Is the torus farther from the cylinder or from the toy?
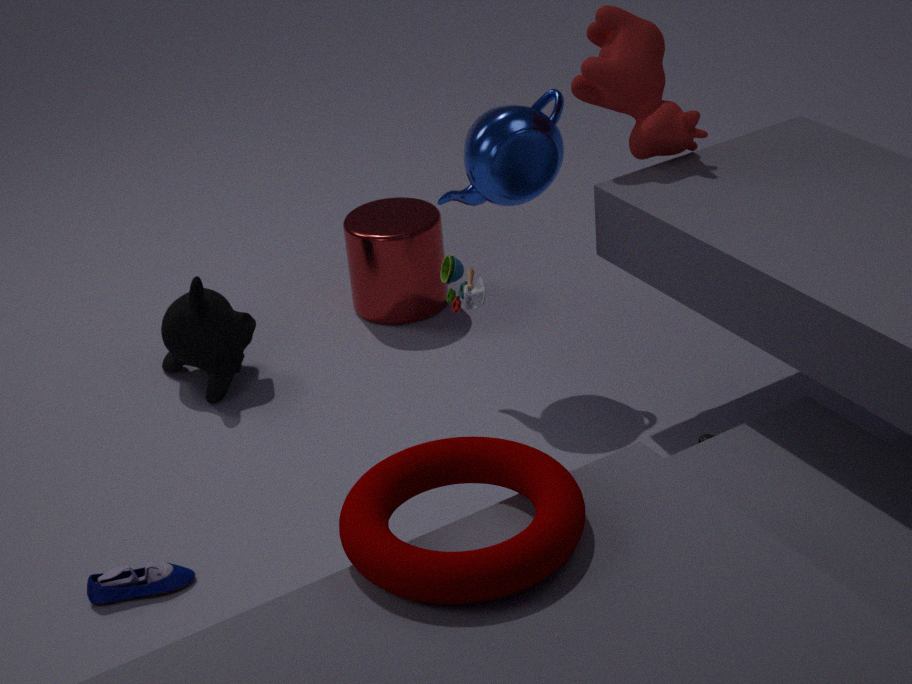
the cylinder
